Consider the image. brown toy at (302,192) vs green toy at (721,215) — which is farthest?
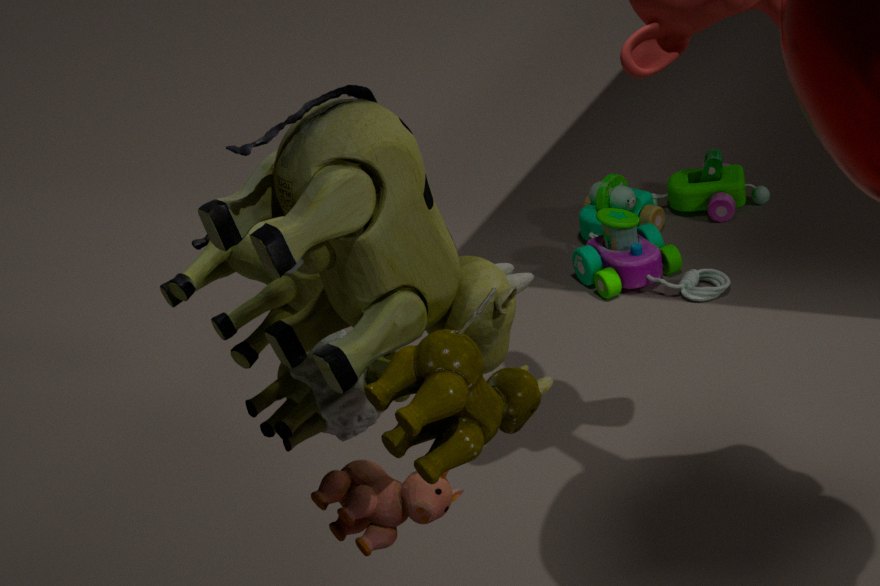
green toy at (721,215)
